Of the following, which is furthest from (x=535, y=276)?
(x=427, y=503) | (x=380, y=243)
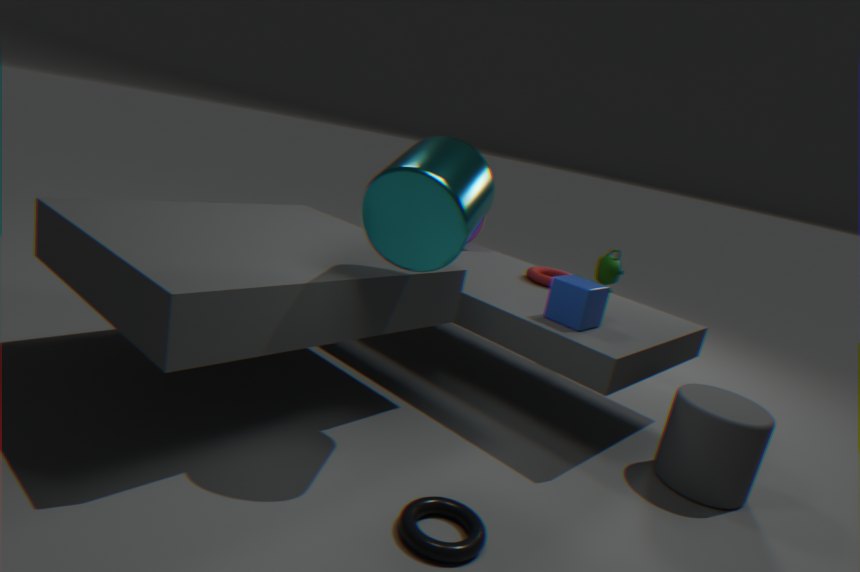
(x=427, y=503)
